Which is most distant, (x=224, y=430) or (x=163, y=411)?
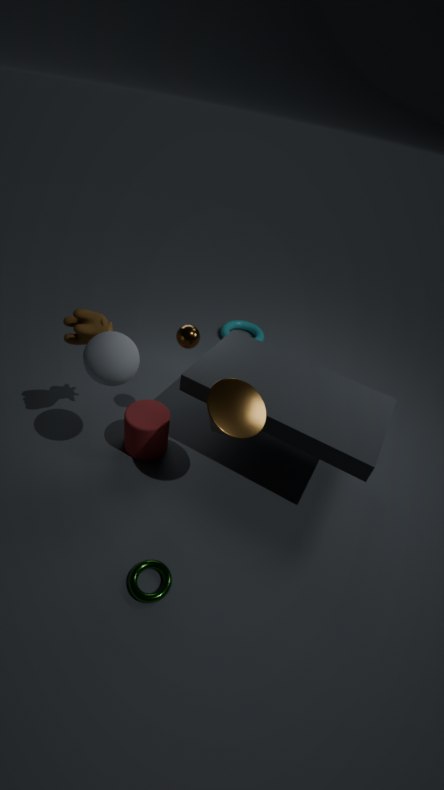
(x=163, y=411)
